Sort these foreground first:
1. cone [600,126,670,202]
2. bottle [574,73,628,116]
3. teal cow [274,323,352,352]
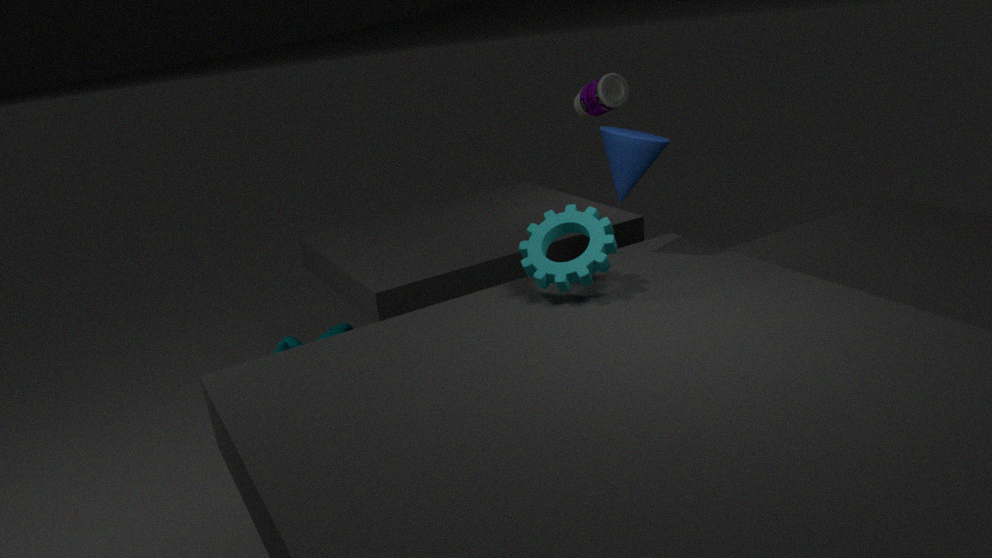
cone [600,126,670,202] < bottle [574,73,628,116] < teal cow [274,323,352,352]
